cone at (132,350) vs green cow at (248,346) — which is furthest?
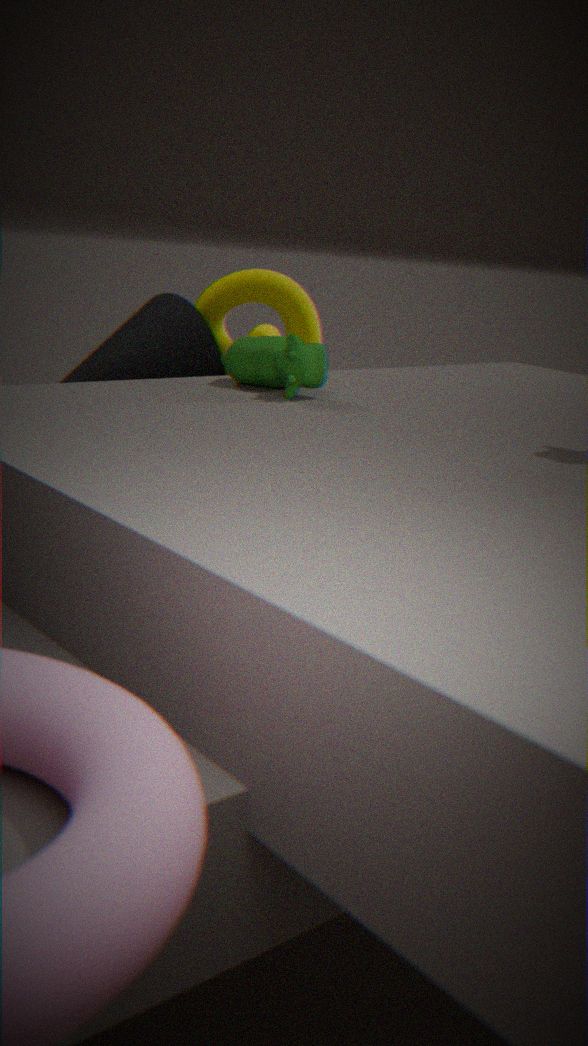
cone at (132,350)
